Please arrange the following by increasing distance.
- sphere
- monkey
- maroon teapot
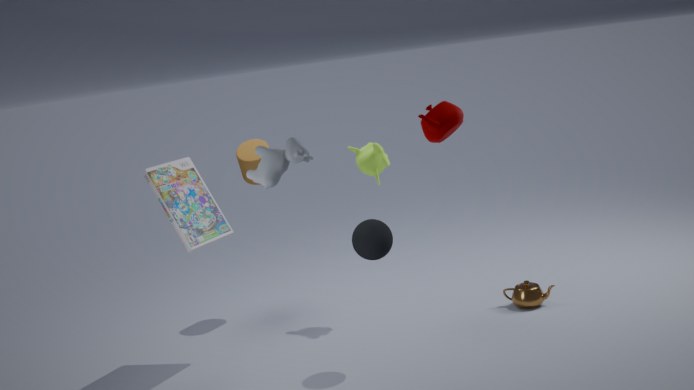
1. maroon teapot
2. sphere
3. monkey
